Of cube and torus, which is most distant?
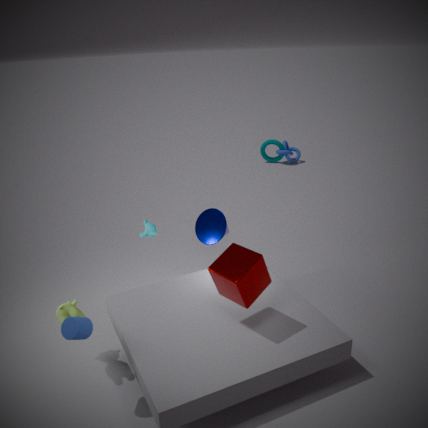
torus
